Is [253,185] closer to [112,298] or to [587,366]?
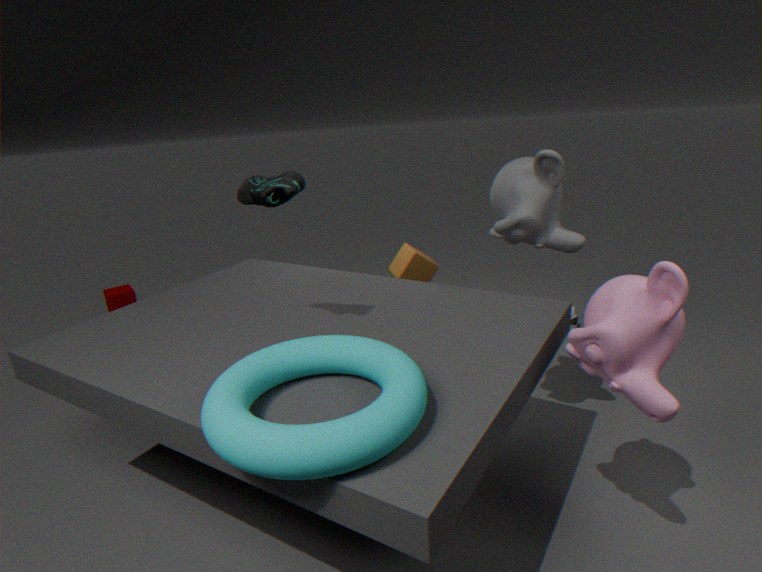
[587,366]
